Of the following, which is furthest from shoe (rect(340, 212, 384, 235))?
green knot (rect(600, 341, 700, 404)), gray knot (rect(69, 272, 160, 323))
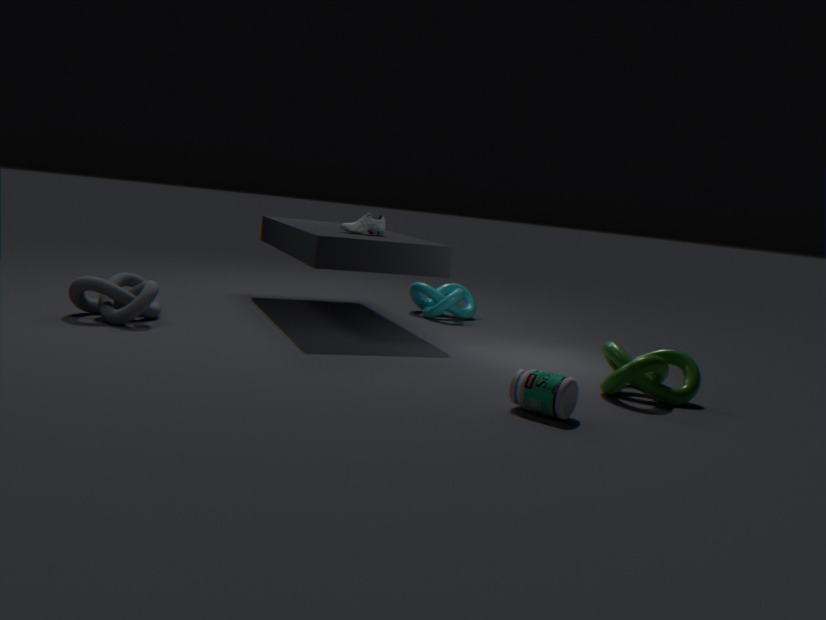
green knot (rect(600, 341, 700, 404))
